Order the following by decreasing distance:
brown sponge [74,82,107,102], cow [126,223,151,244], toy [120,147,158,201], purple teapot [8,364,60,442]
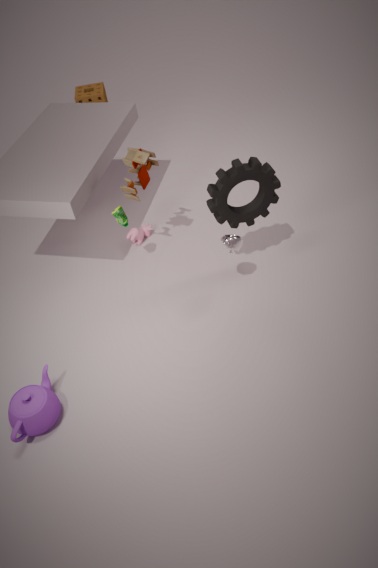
brown sponge [74,82,107,102]
cow [126,223,151,244]
toy [120,147,158,201]
purple teapot [8,364,60,442]
